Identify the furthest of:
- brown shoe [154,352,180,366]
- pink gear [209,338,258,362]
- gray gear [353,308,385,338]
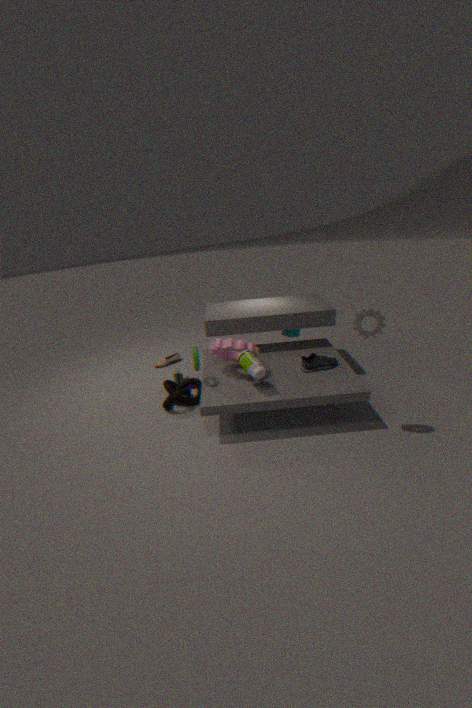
brown shoe [154,352,180,366]
